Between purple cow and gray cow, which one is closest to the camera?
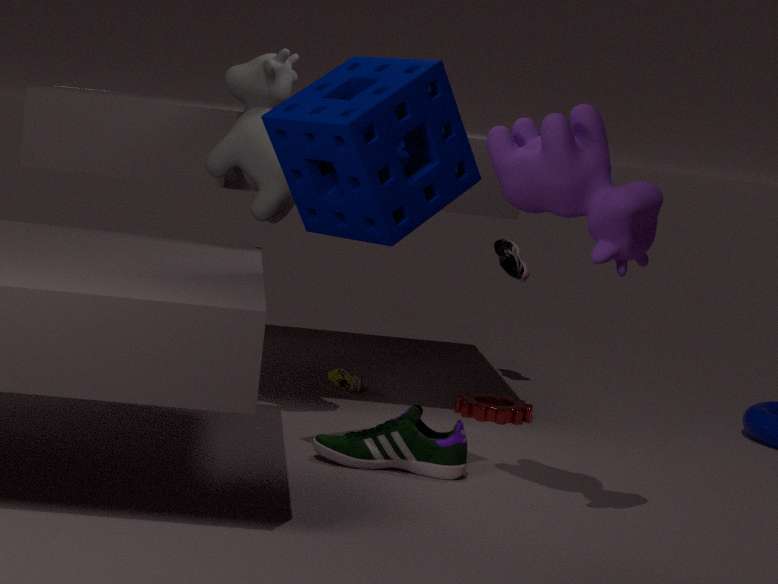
purple cow
